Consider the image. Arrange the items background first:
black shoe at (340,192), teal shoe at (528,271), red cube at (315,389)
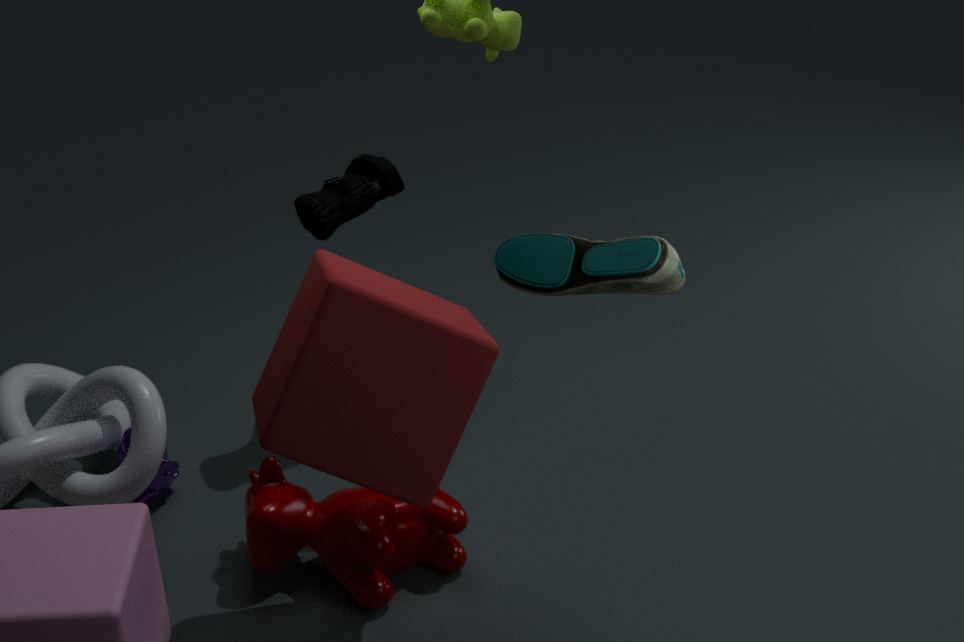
black shoe at (340,192)
red cube at (315,389)
teal shoe at (528,271)
